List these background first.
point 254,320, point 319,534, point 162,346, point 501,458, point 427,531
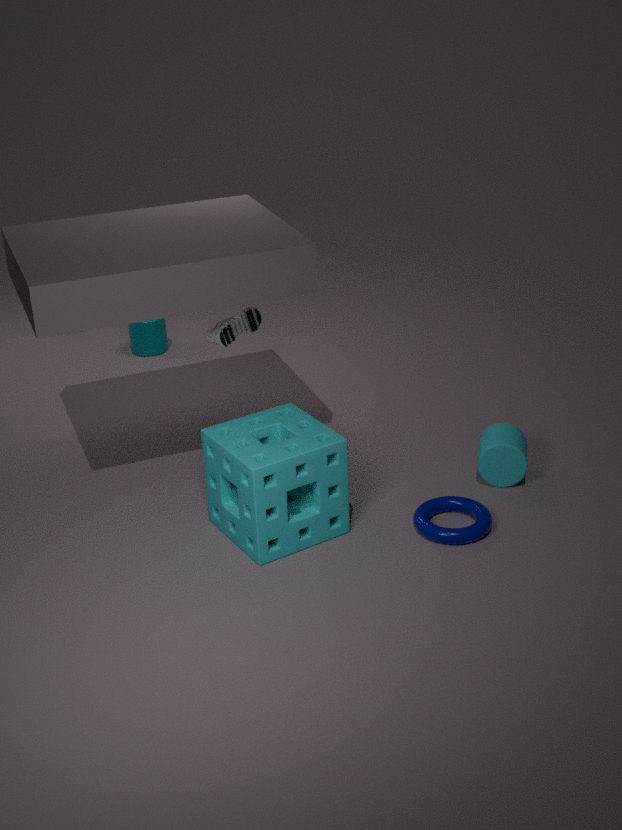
point 162,346 < point 254,320 < point 501,458 < point 319,534 < point 427,531
